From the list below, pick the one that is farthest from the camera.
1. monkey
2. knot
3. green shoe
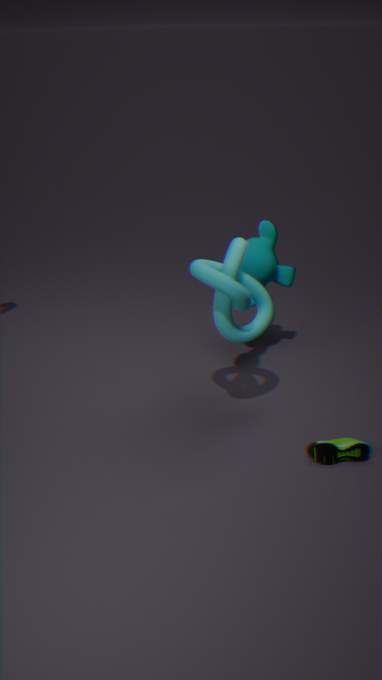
monkey
